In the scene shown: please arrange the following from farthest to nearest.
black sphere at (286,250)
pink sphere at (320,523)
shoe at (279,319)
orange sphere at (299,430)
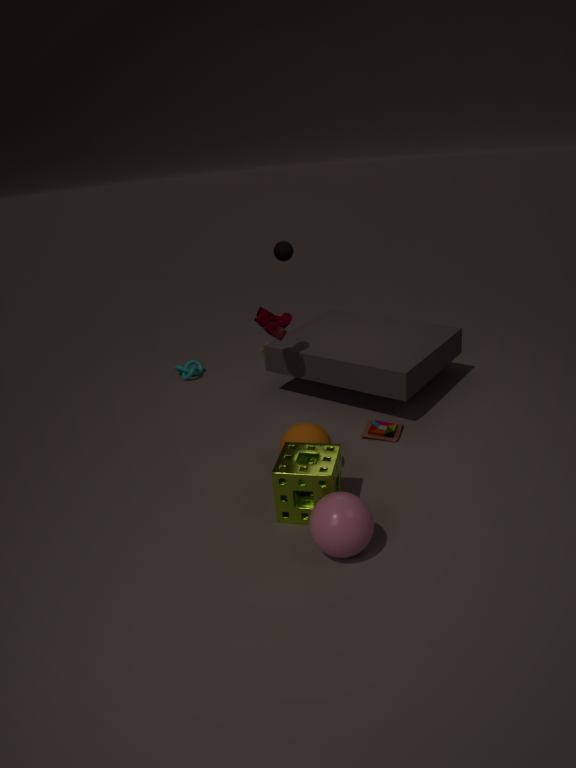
black sphere at (286,250), shoe at (279,319), orange sphere at (299,430), pink sphere at (320,523)
